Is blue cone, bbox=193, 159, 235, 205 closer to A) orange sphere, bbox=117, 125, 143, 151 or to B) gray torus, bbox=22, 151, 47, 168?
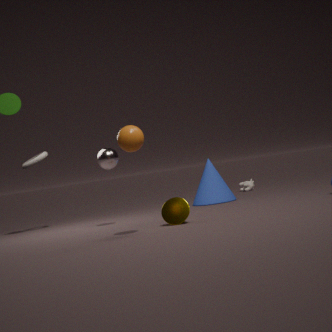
B) gray torus, bbox=22, 151, 47, 168
